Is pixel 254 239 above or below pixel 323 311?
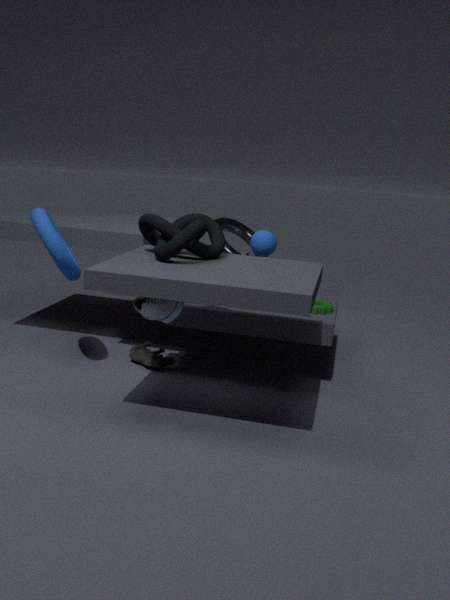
above
